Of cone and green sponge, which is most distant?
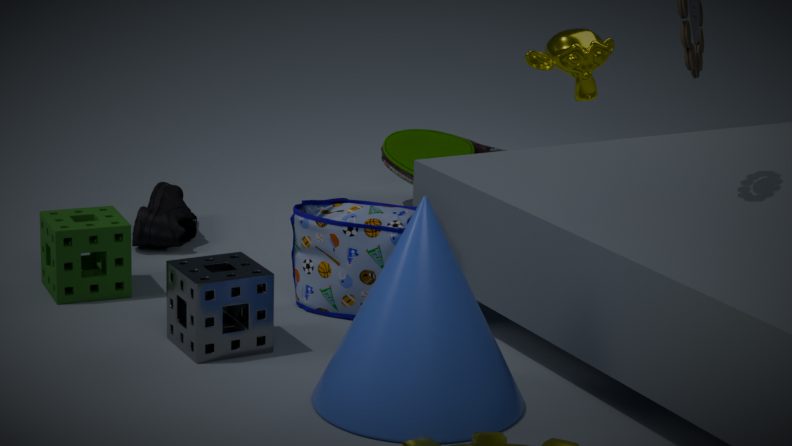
green sponge
